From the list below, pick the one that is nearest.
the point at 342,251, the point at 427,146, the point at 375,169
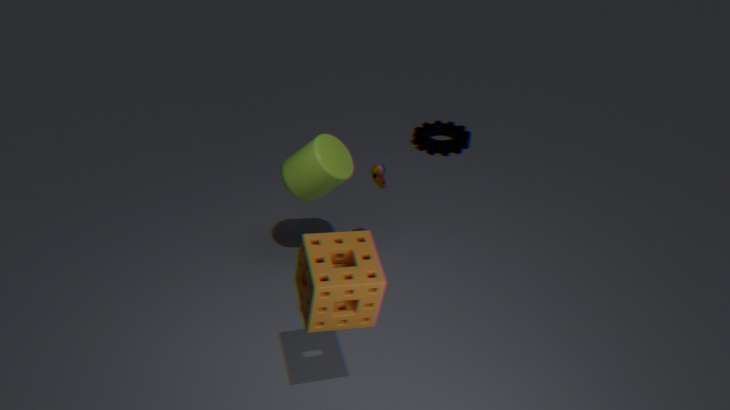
the point at 342,251
